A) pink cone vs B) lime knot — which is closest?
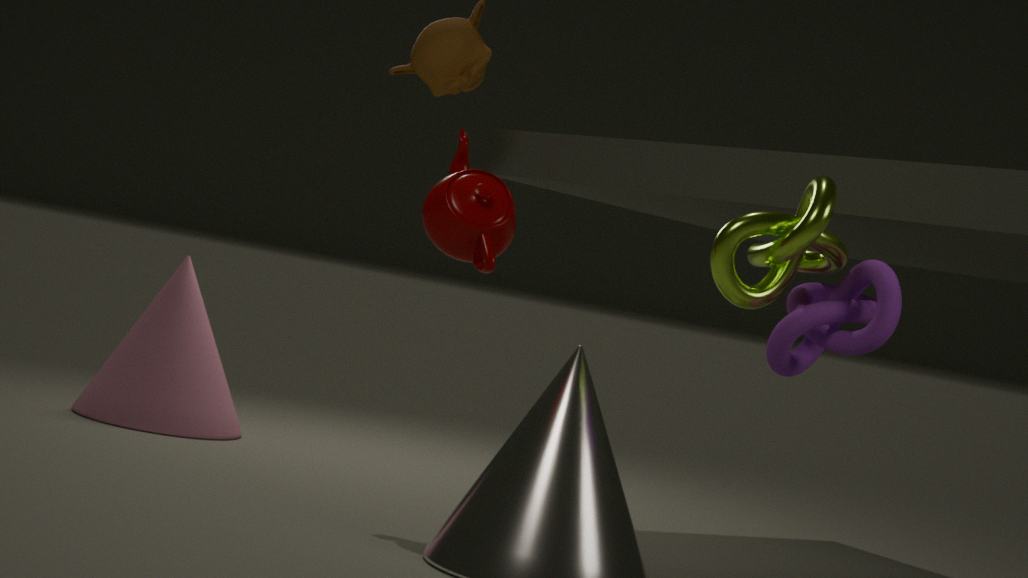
B. lime knot
